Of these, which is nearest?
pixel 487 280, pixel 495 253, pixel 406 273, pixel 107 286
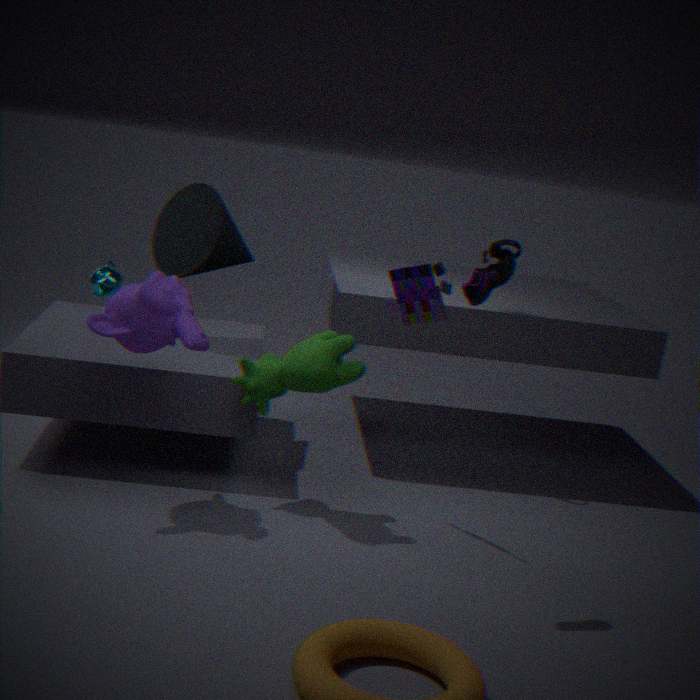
pixel 487 280
